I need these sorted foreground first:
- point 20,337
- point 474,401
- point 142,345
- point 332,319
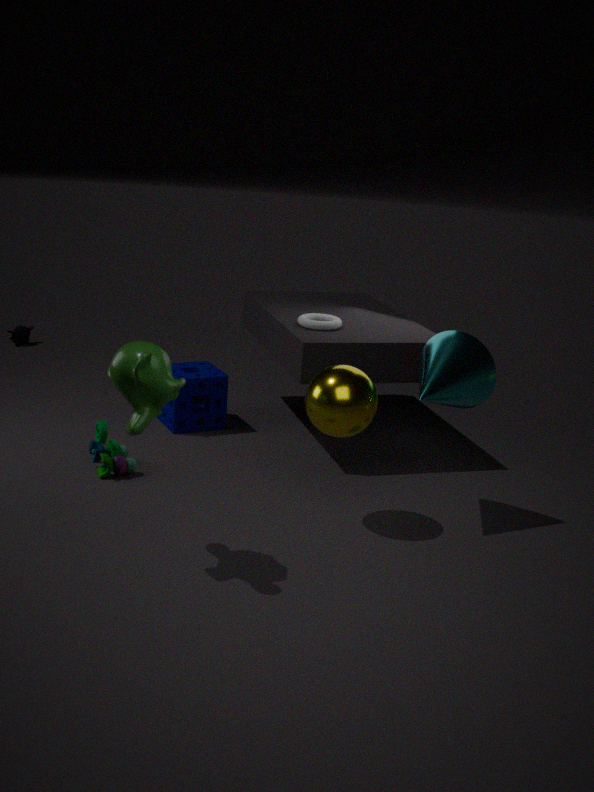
1. point 142,345
2. point 474,401
3. point 332,319
4. point 20,337
